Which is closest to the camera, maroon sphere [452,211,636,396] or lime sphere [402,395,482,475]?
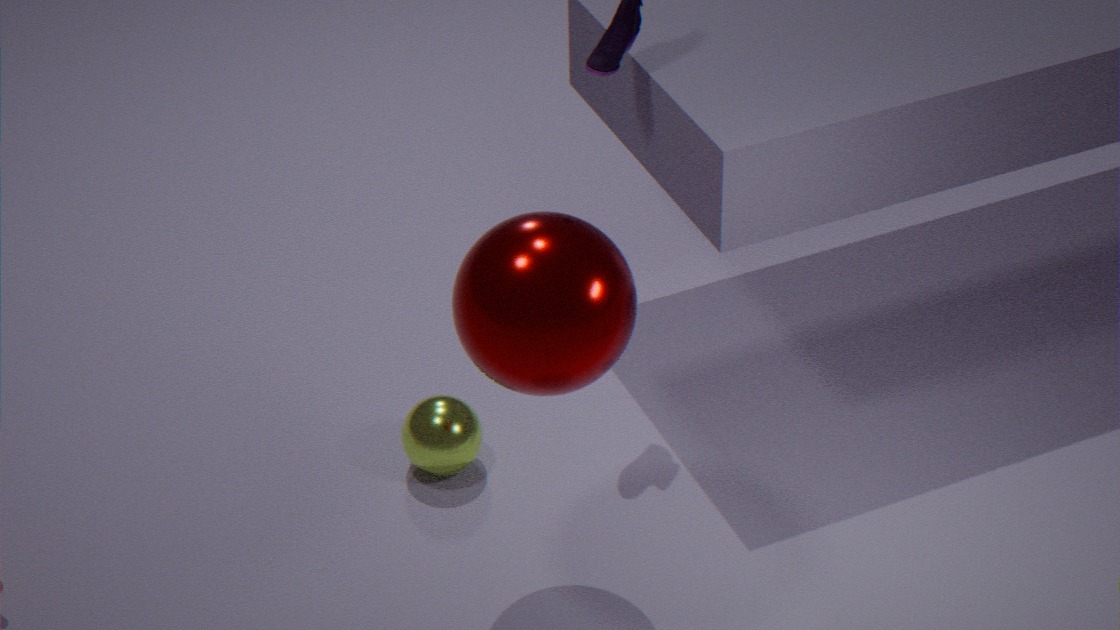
maroon sphere [452,211,636,396]
